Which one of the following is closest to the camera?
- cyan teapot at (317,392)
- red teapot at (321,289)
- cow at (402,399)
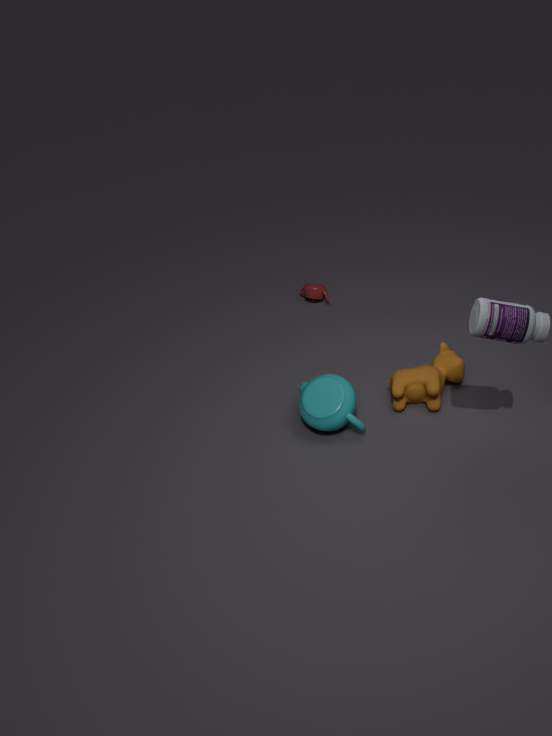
cyan teapot at (317,392)
